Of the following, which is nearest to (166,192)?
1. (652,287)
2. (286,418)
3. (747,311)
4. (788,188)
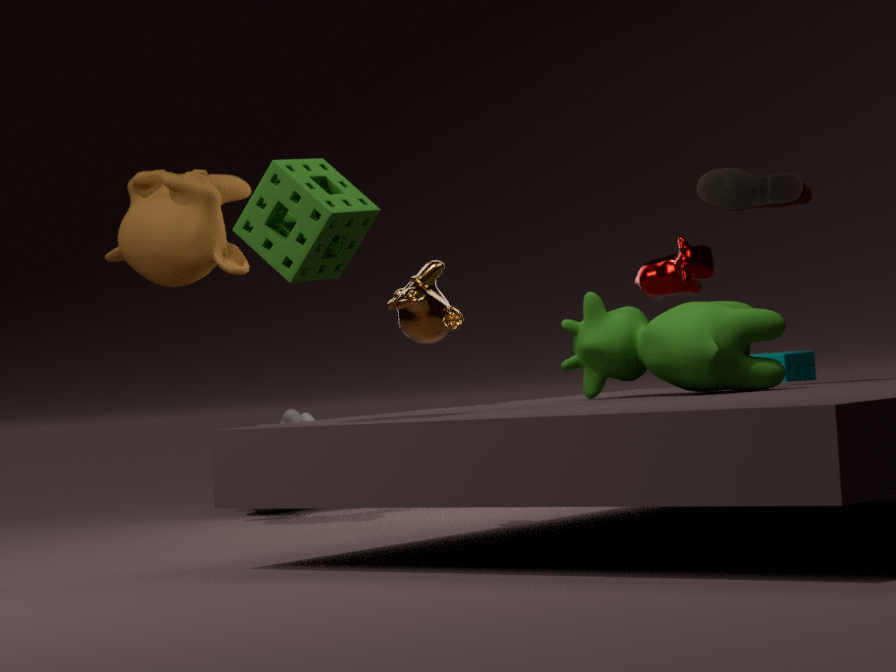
(286,418)
